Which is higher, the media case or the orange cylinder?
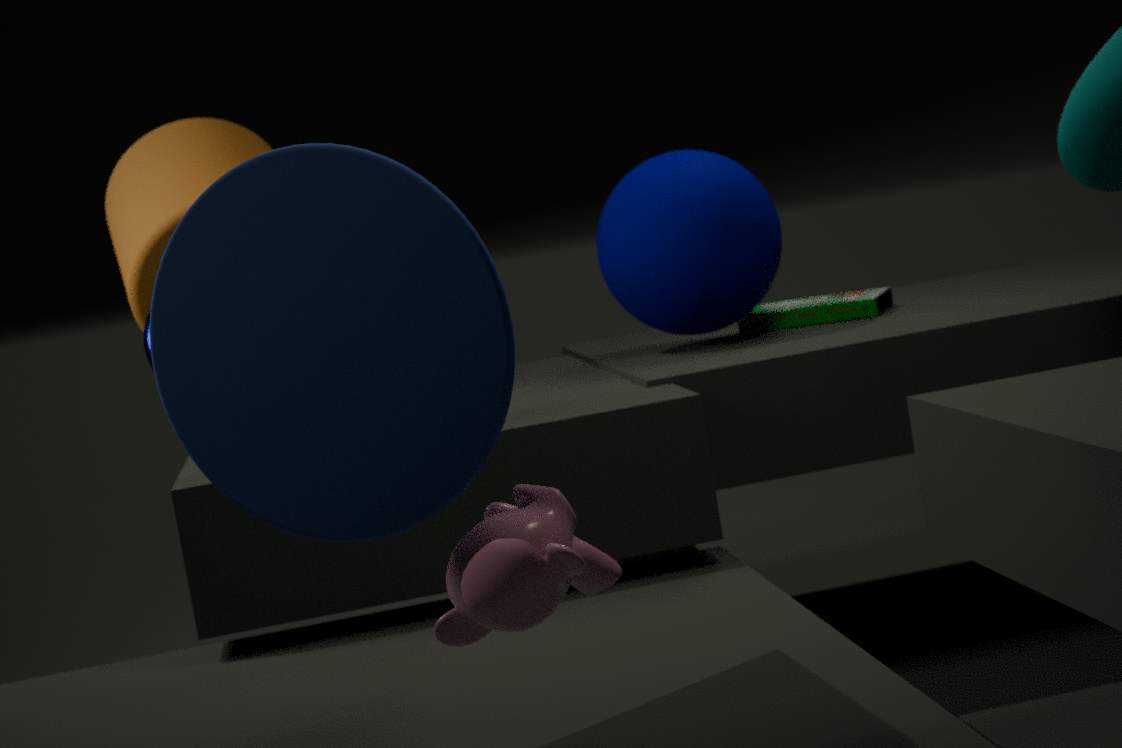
the orange cylinder
